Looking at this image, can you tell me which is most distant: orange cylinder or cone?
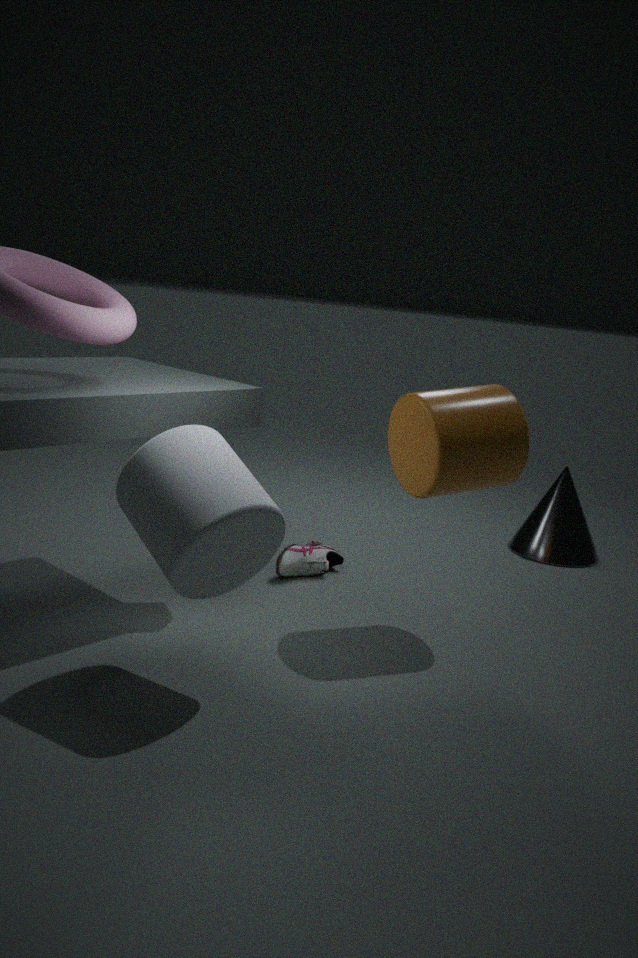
cone
